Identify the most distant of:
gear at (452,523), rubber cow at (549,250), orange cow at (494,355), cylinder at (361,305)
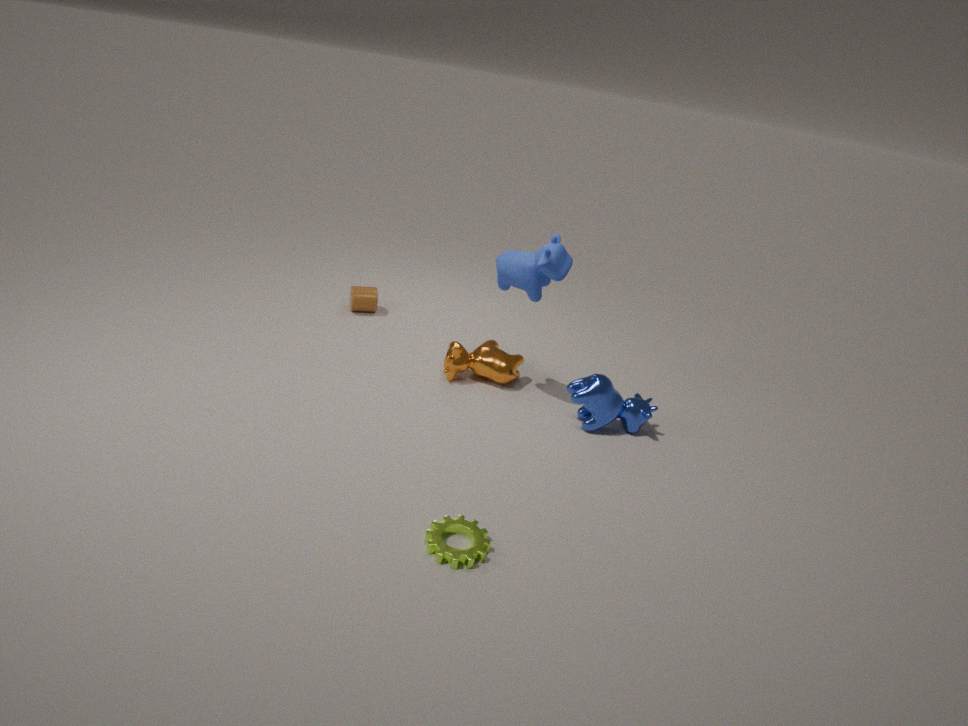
cylinder at (361,305)
